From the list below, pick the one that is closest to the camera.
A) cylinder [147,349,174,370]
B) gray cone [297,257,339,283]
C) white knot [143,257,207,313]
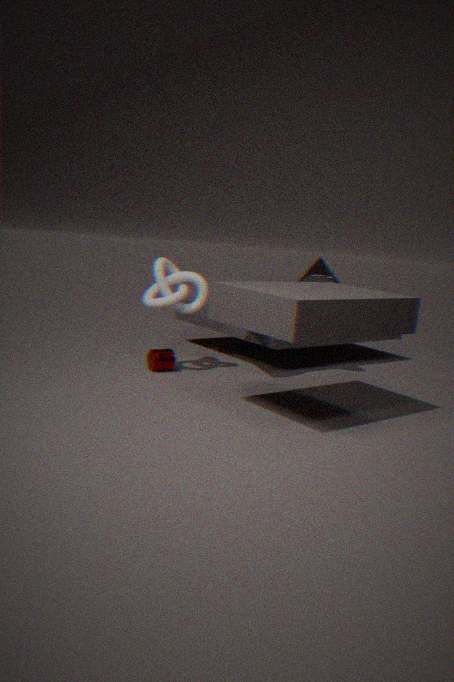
white knot [143,257,207,313]
